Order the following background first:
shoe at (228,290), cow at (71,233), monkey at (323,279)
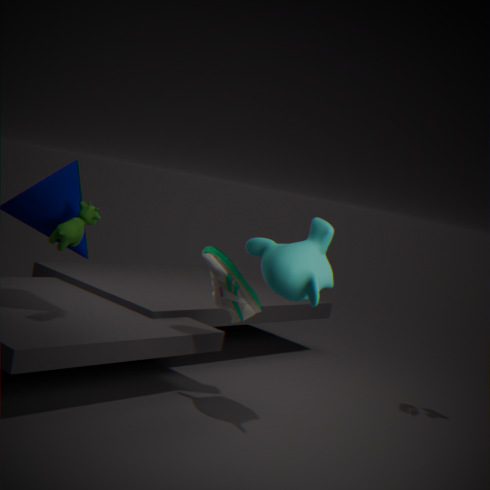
shoe at (228,290)
cow at (71,233)
monkey at (323,279)
